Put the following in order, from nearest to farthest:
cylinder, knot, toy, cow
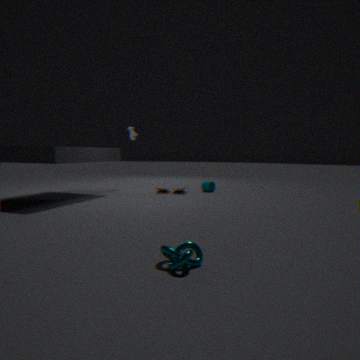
knot → toy → cylinder → cow
